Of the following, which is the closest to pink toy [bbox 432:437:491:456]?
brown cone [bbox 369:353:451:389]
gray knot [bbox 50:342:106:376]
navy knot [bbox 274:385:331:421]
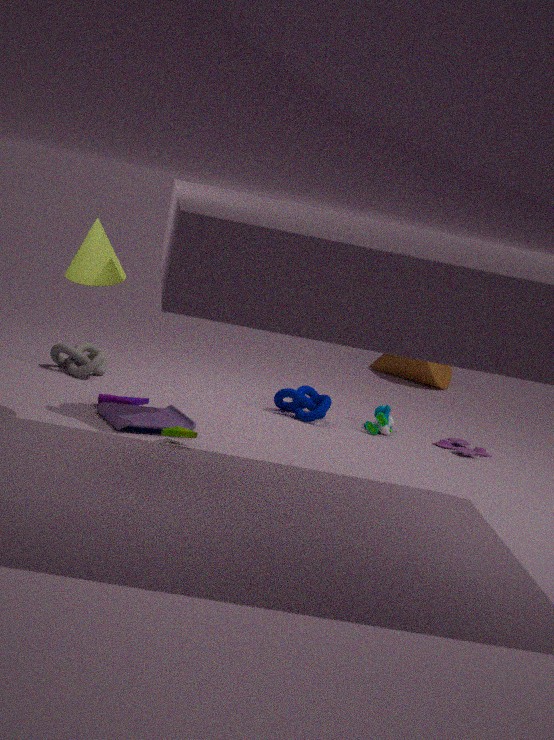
navy knot [bbox 274:385:331:421]
